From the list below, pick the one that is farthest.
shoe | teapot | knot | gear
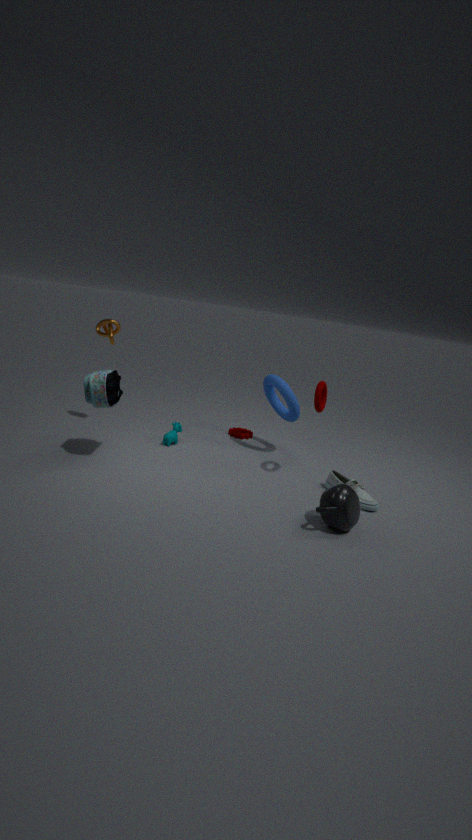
gear
